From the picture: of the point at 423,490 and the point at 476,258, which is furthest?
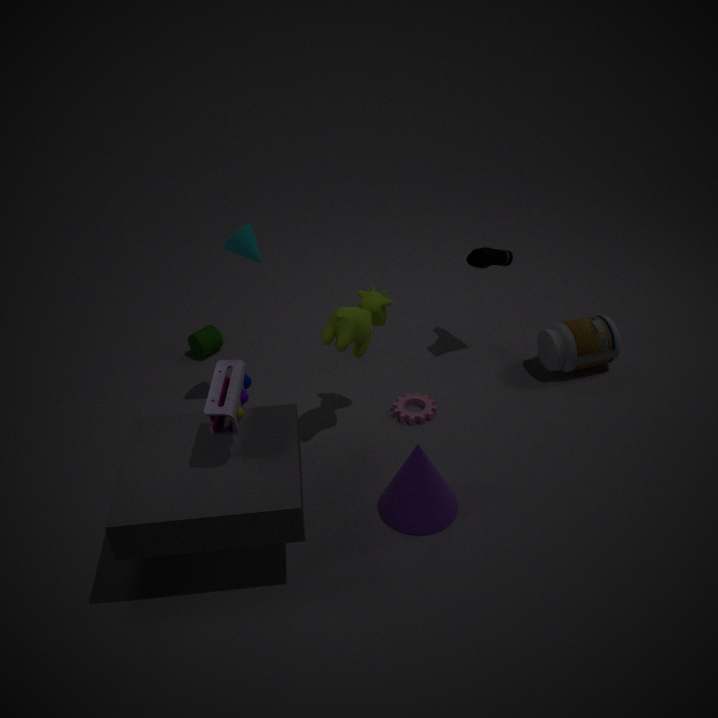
the point at 476,258
